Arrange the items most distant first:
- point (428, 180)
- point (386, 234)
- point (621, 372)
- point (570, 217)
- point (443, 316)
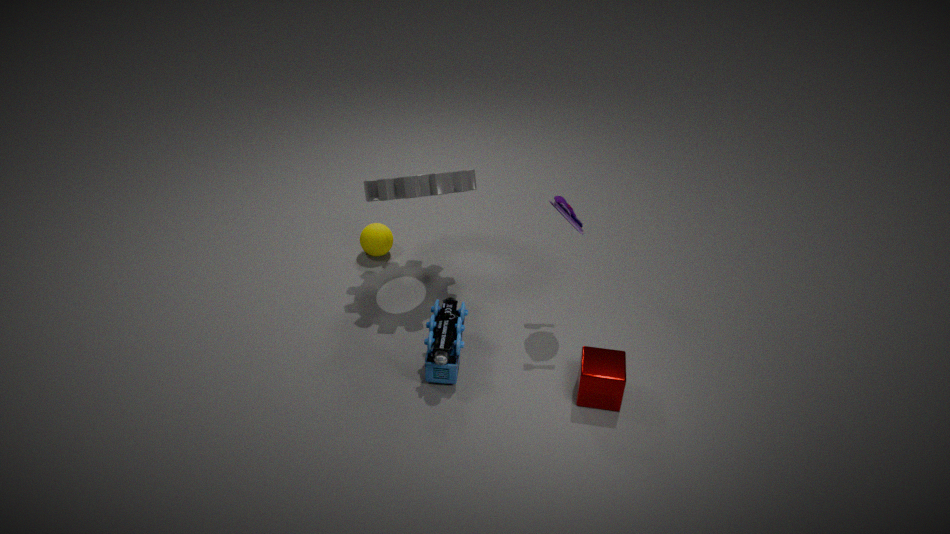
point (386, 234)
point (428, 180)
point (443, 316)
point (570, 217)
point (621, 372)
